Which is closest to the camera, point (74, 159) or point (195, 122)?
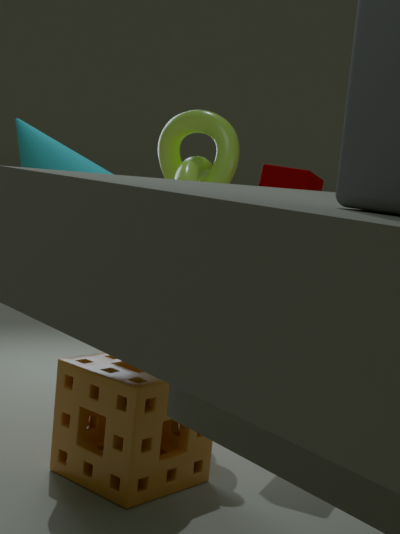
point (74, 159)
